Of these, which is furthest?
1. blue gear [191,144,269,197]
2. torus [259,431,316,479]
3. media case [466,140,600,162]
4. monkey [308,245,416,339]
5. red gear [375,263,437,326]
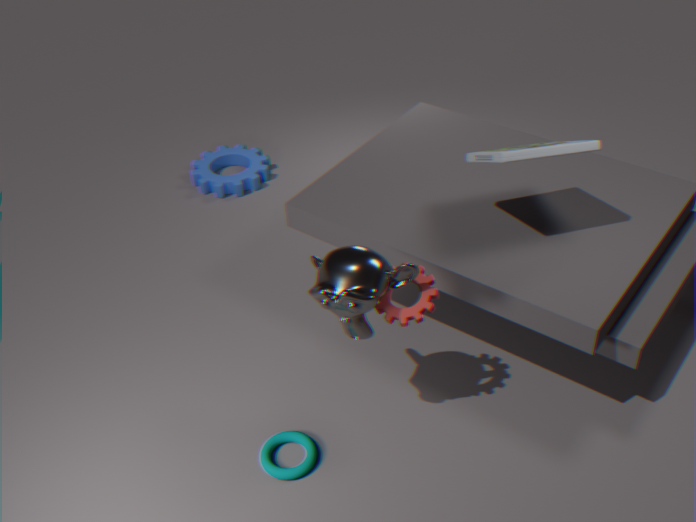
blue gear [191,144,269,197]
